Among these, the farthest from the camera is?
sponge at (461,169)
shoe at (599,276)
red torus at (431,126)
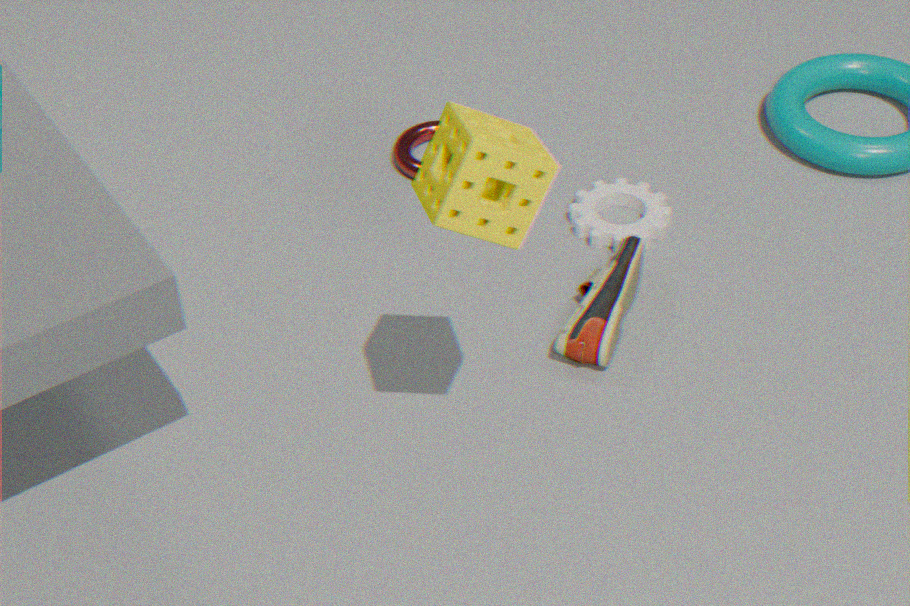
red torus at (431,126)
